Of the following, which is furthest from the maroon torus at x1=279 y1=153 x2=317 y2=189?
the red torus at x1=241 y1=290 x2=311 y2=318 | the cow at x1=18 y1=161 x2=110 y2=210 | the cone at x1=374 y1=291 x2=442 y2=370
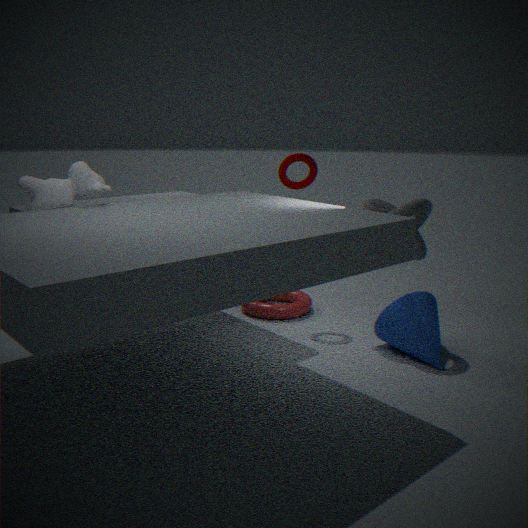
the cow at x1=18 y1=161 x2=110 y2=210
